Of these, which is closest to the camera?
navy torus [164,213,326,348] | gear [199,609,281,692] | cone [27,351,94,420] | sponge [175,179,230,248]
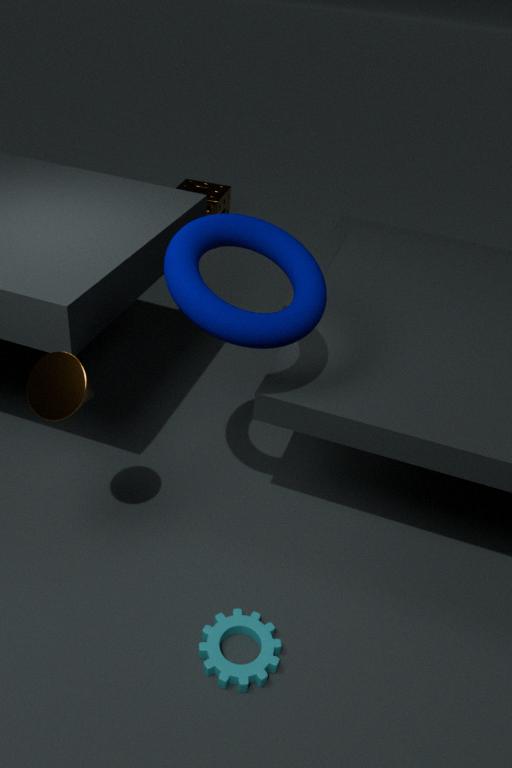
navy torus [164,213,326,348]
